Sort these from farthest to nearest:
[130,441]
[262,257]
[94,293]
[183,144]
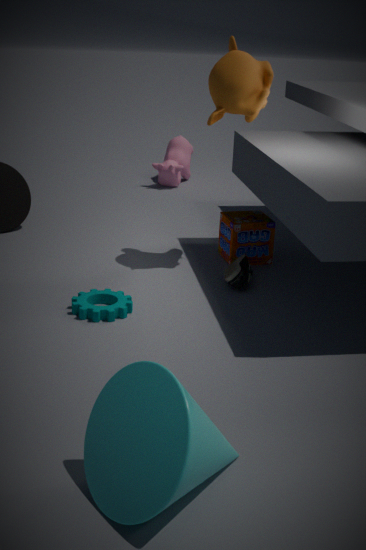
[183,144] < [262,257] < [94,293] < [130,441]
